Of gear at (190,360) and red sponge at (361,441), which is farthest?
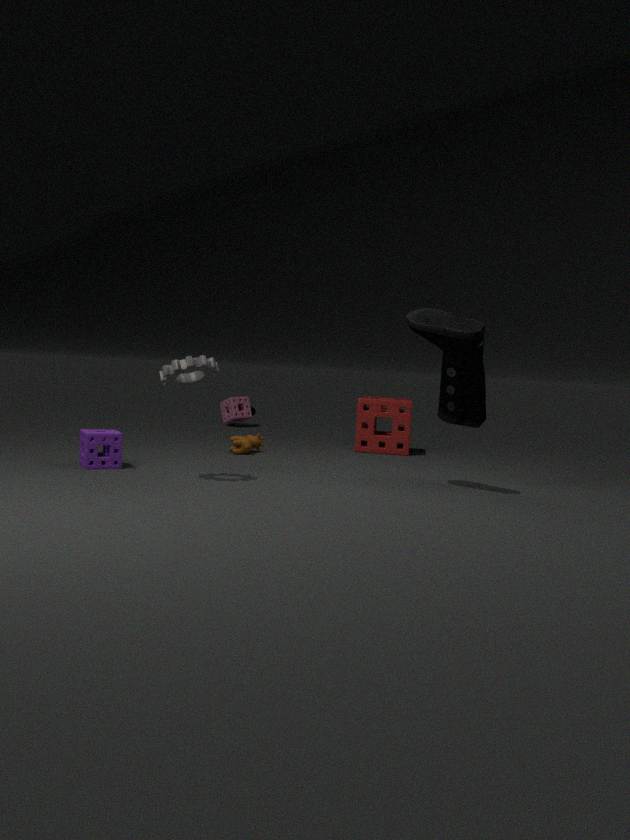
red sponge at (361,441)
